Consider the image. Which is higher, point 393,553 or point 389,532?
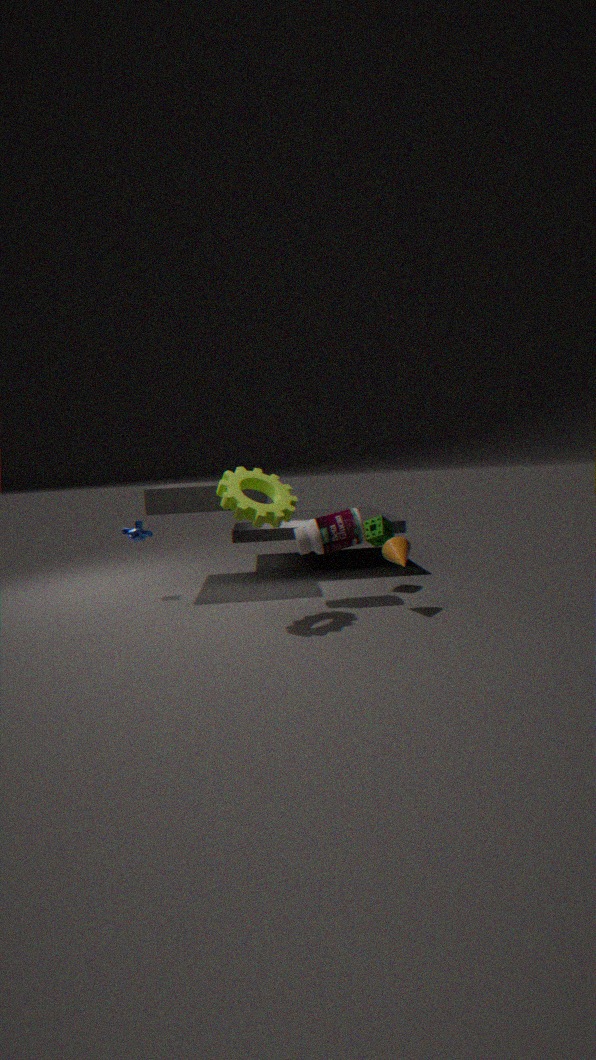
point 389,532
